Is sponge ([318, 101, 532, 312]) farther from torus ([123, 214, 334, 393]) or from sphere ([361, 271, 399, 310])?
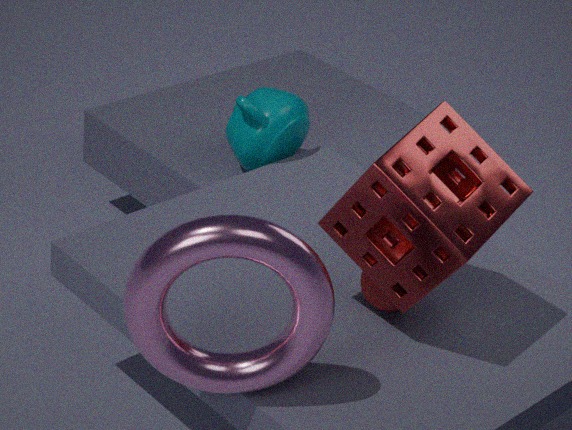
torus ([123, 214, 334, 393])
